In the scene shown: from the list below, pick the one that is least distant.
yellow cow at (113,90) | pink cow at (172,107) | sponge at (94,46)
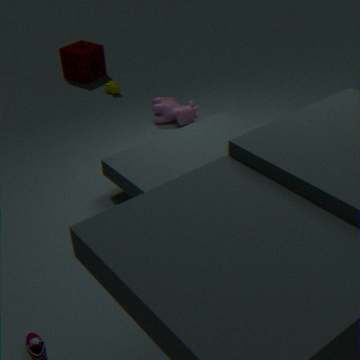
pink cow at (172,107)
